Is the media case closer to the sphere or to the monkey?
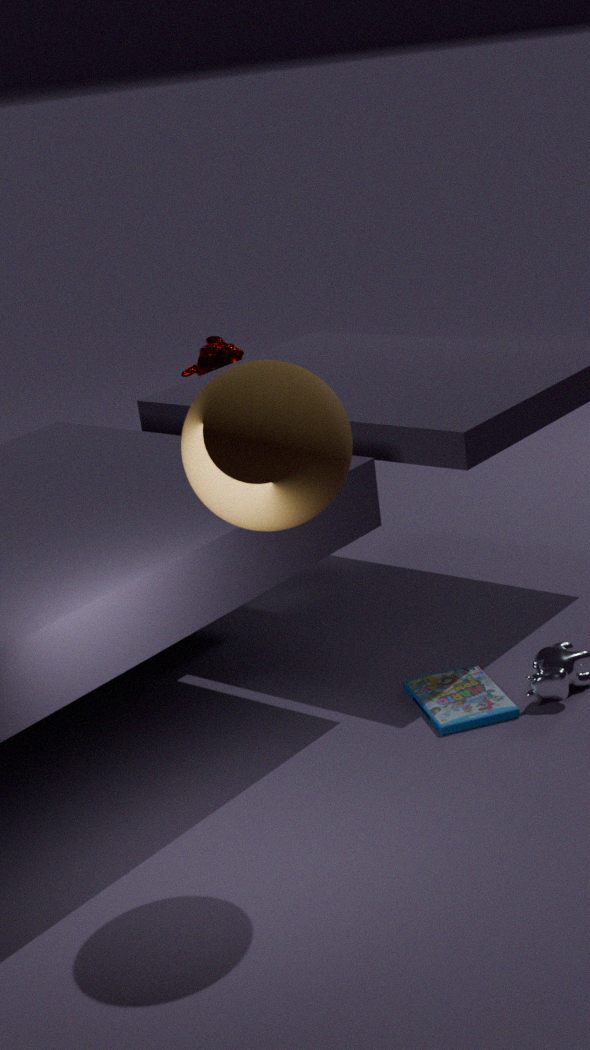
the sphere
